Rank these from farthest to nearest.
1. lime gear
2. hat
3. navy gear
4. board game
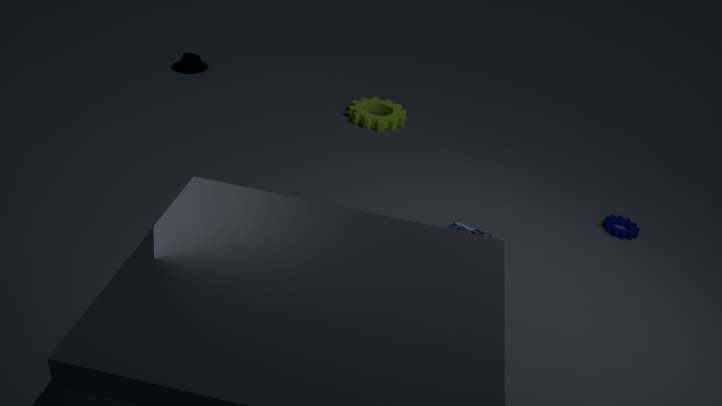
hat, lime gear, navy gear, board game
